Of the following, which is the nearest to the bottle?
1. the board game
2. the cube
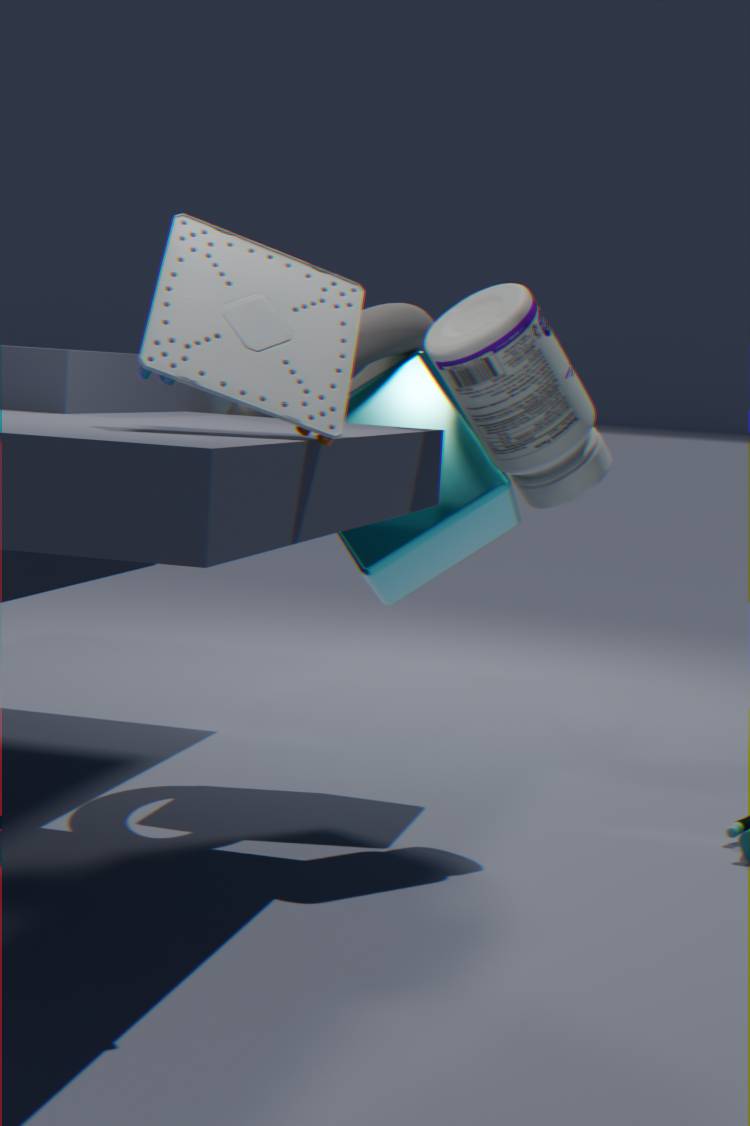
the cube
